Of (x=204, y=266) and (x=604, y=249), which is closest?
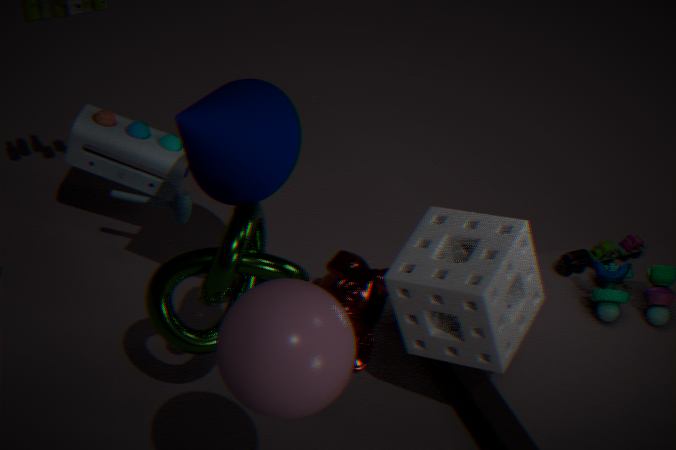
(x=204, y=266)
